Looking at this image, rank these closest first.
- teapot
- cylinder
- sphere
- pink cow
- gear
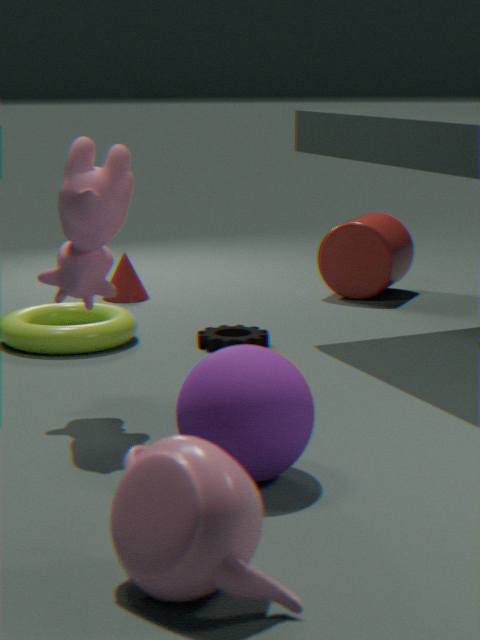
teapot → sphere → pink cow → gear → cylinder
